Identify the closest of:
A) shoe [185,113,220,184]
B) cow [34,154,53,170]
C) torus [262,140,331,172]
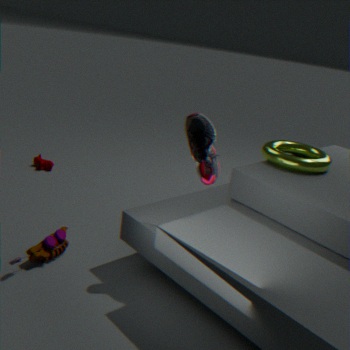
shoe [185,113,220,184]
